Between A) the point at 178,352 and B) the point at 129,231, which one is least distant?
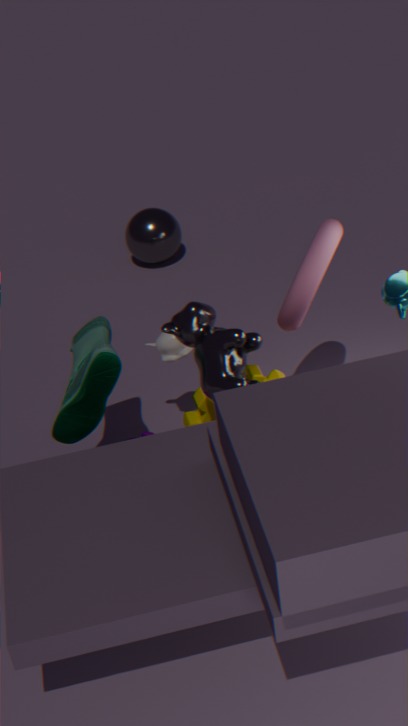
A. the point at 178,352
